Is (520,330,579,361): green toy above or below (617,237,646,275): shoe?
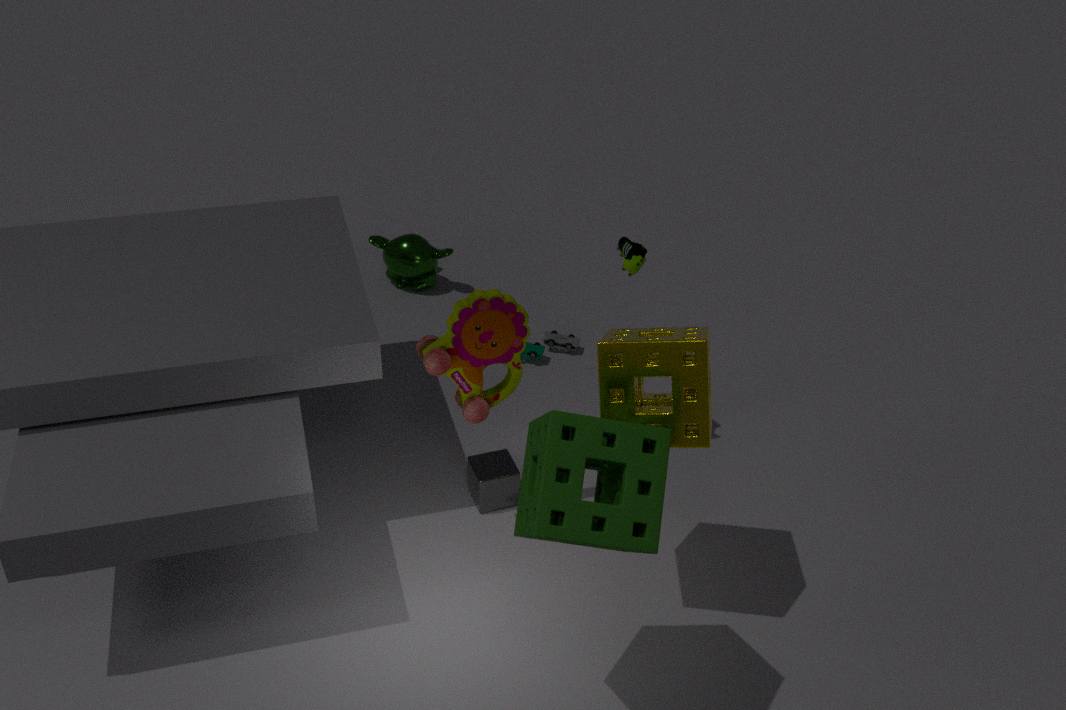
below
